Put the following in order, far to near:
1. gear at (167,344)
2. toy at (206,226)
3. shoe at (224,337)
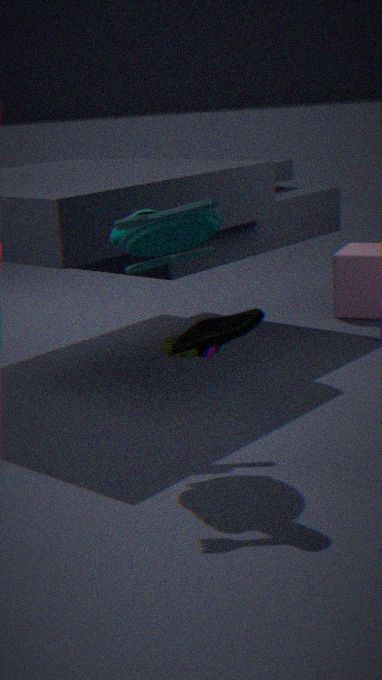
1. gear at (167,344)
2. toy at (206,226)
3. shoe at (224,337)
